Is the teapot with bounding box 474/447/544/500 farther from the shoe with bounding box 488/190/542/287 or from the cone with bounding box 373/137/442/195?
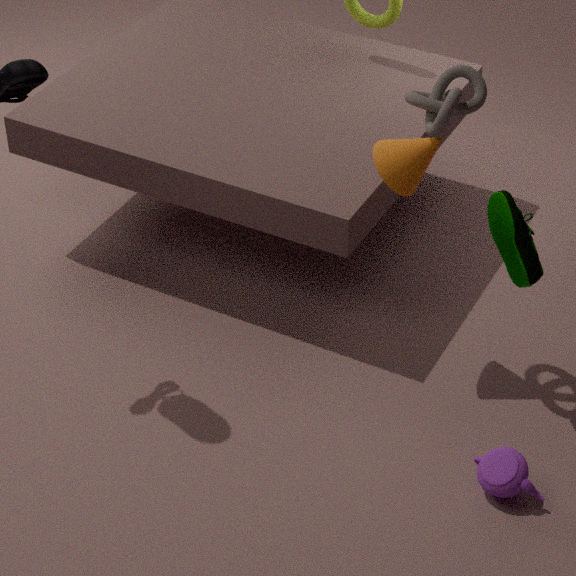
the cone with bounding box 373/137/442/195
